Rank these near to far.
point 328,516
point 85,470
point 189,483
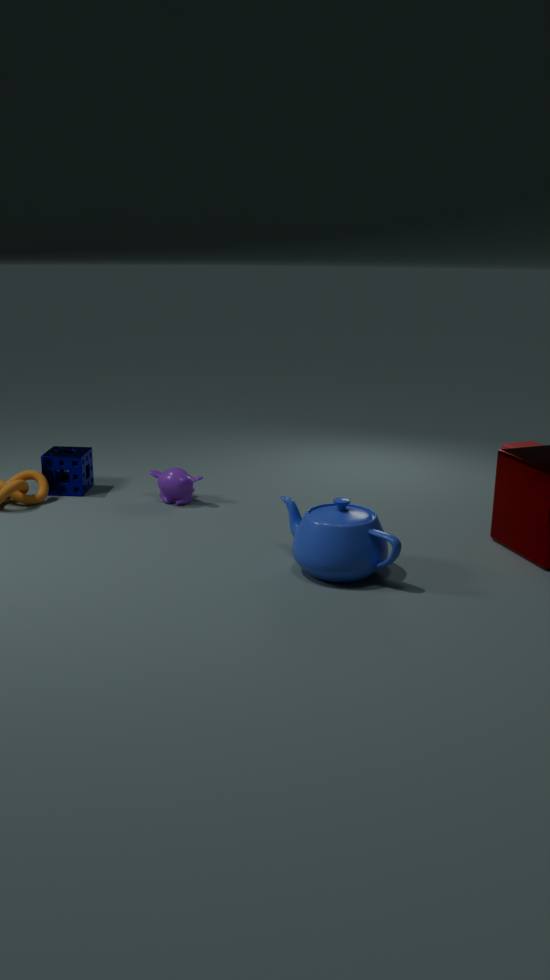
point 328,516, point 189,483, point 85,470
